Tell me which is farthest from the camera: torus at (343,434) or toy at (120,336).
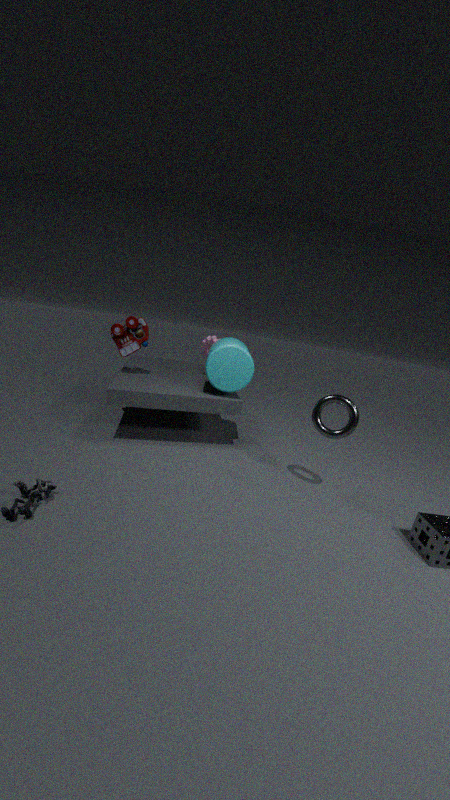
toy at (120,336)
